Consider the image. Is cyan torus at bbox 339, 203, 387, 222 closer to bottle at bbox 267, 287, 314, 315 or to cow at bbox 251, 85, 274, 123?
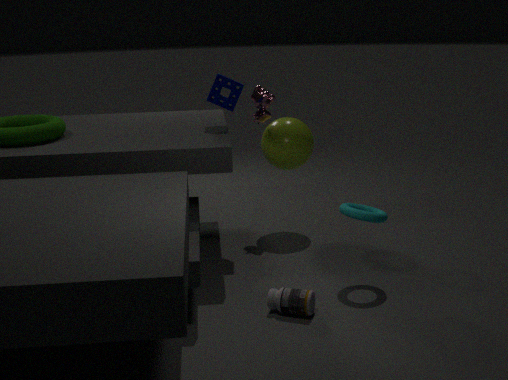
bottle at bbox 267, 287, 314, 315
